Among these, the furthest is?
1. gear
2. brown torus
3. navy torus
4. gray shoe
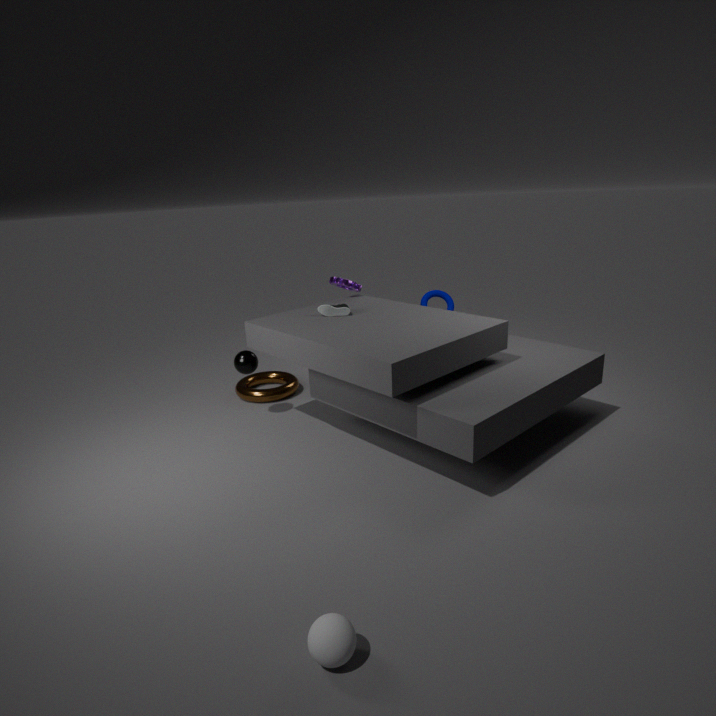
gear
